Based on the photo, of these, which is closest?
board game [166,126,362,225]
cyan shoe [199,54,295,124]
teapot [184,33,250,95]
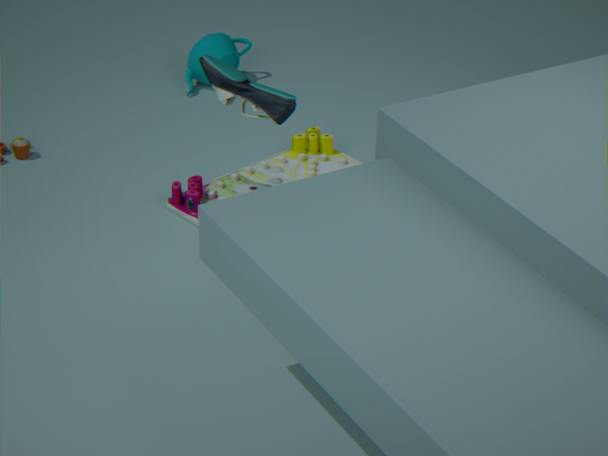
cyan shoe [199,54,295,124]
